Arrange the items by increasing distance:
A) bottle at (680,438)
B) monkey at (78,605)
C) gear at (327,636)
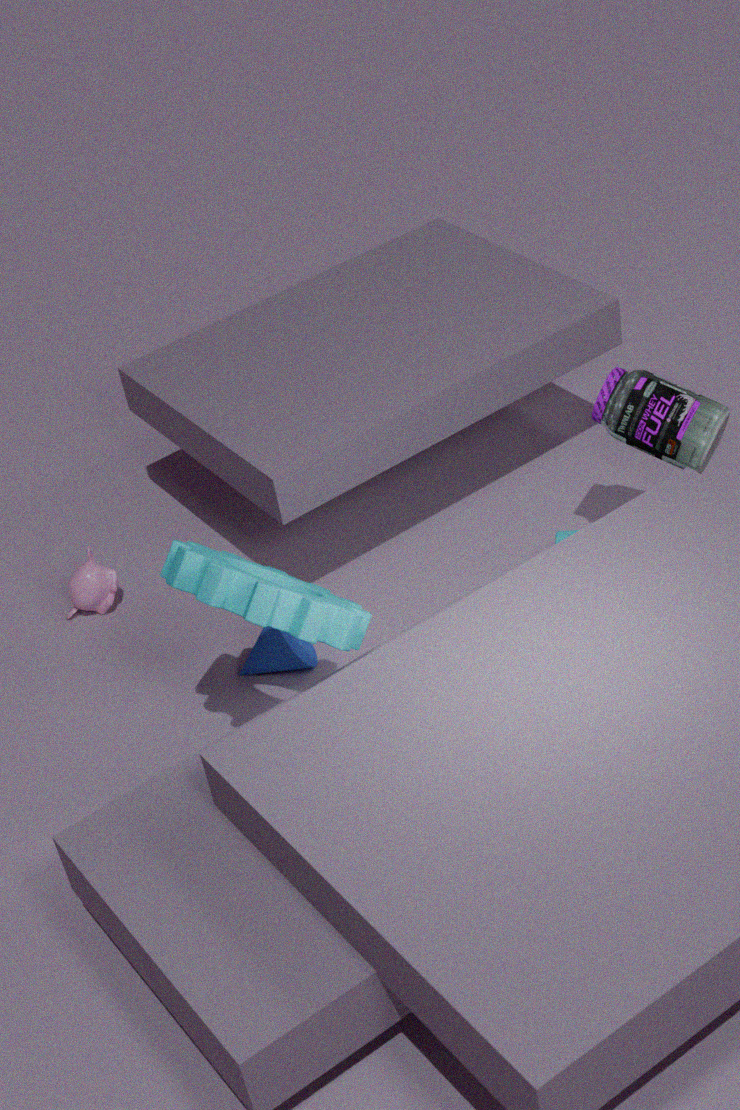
gear at (327,636) → bottle at (680,438) → monkey at (78,605)
